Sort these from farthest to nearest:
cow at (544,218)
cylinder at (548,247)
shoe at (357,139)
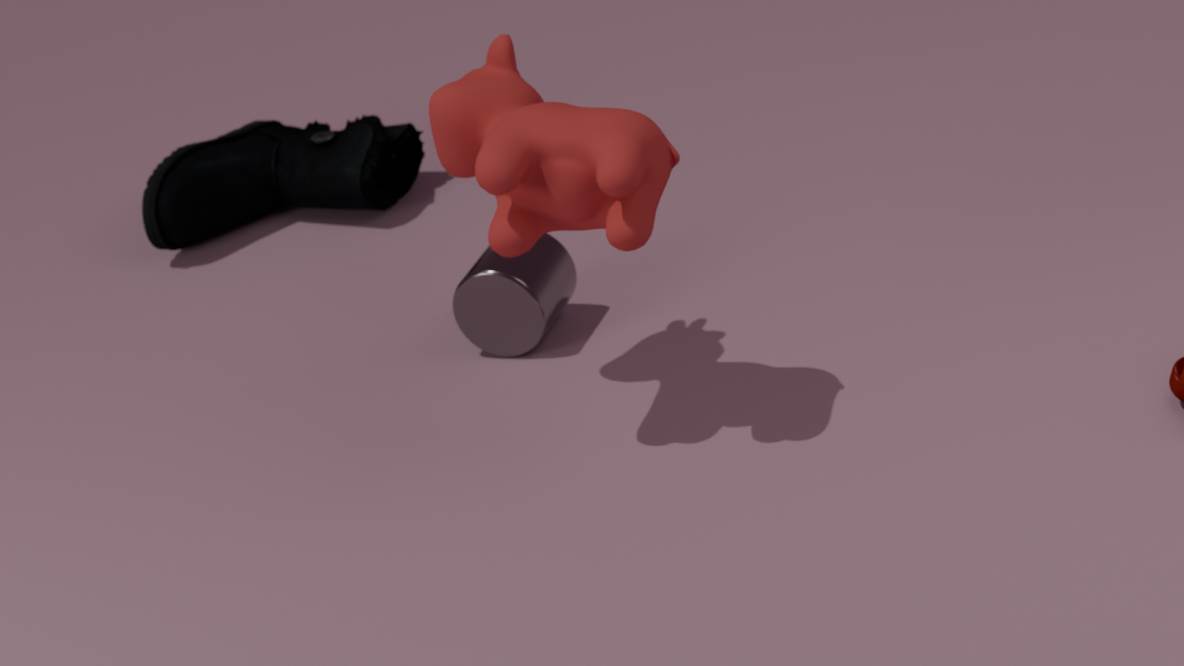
shoe at (357,139)
cylinder at (548,247)
cow at (544,218)
